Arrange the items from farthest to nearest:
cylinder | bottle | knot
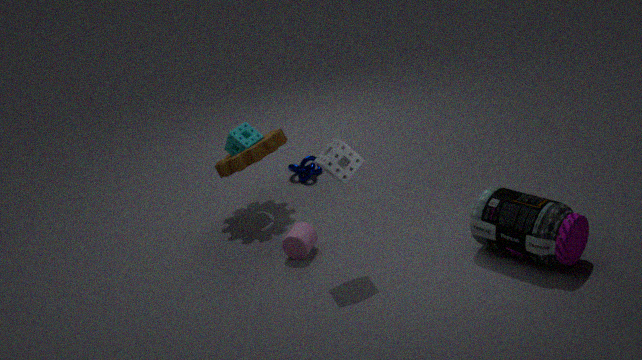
knot, cylinder, bottle
